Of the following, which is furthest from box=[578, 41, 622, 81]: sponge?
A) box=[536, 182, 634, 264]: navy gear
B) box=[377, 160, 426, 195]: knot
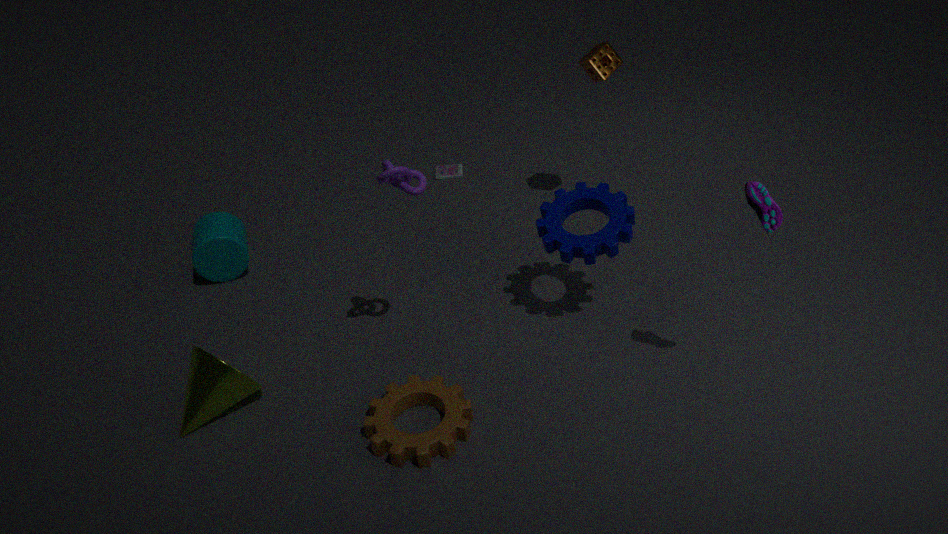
box=[377, 160, 426, 195]: knot
